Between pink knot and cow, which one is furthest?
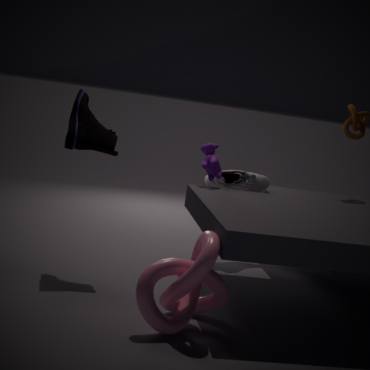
cow
